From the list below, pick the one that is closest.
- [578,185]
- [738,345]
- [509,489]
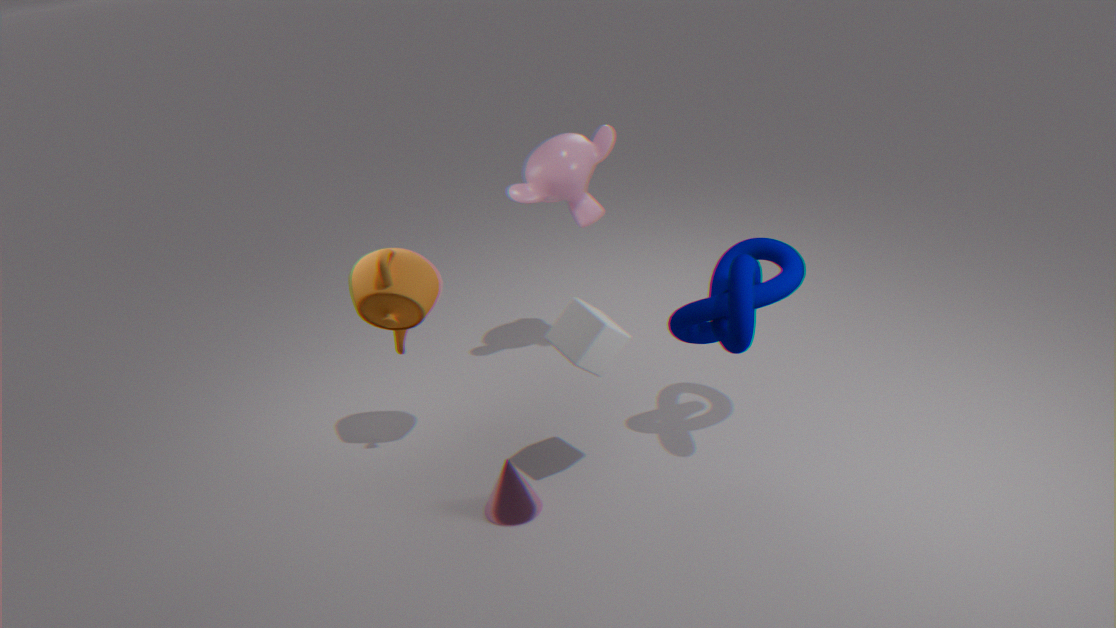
[738,345]
